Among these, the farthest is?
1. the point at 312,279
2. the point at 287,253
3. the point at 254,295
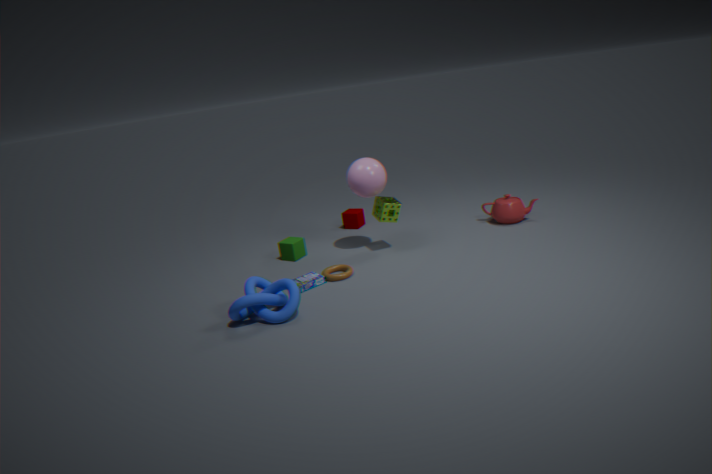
the point at 287,253
